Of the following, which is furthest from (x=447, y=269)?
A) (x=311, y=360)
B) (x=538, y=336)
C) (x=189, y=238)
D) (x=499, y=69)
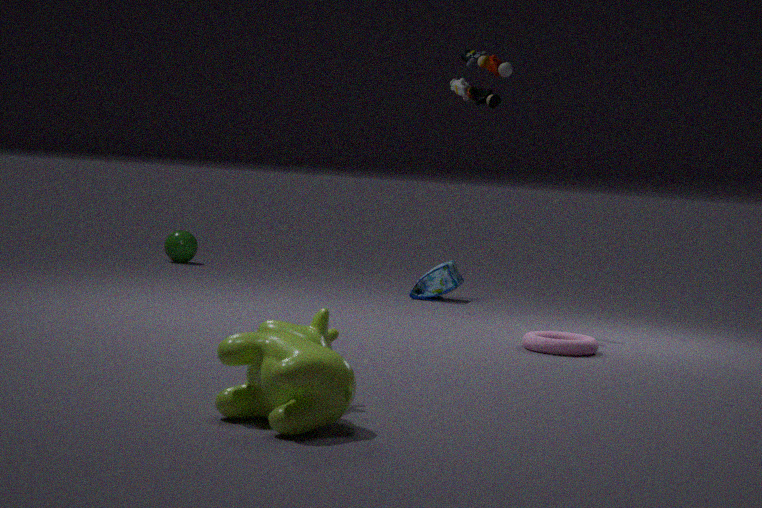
(x=311, y=360)
